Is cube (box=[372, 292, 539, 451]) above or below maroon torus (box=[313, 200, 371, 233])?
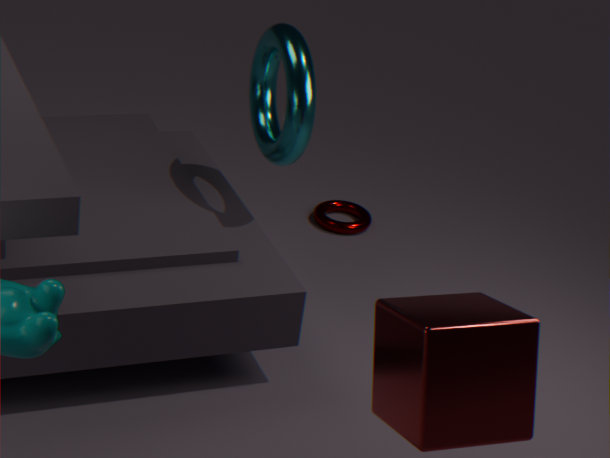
above
